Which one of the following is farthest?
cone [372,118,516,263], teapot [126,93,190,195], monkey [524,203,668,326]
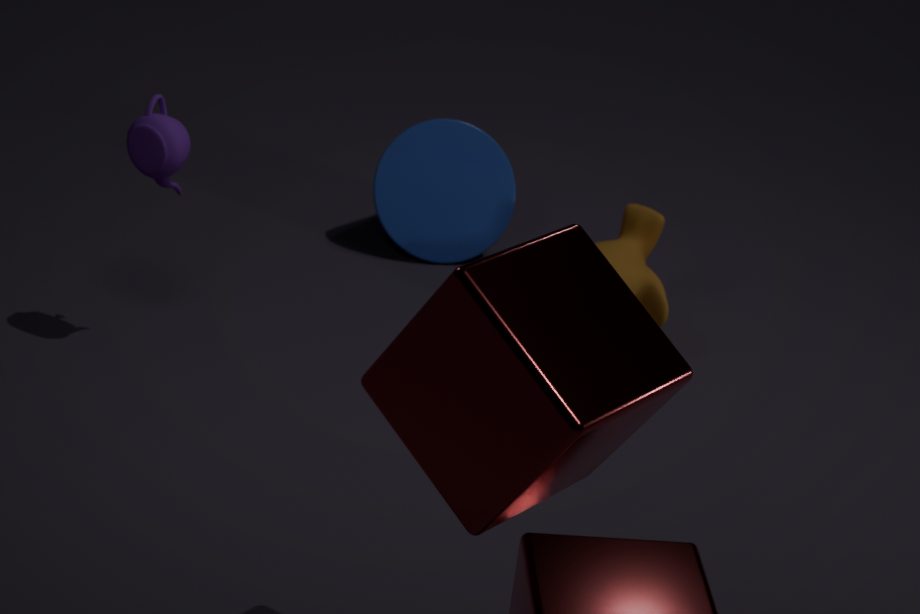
cone [372,118,516,263]
